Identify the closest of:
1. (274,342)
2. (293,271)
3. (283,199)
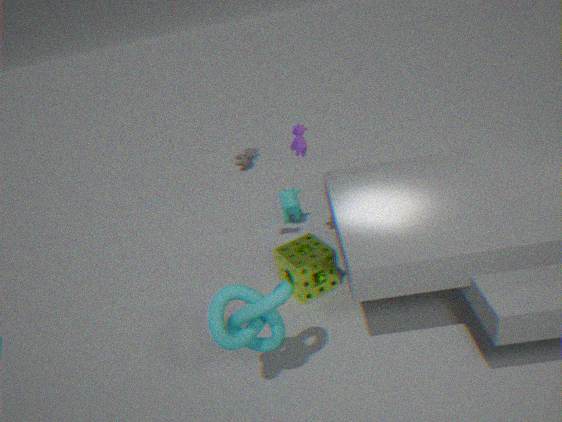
(274,342)
